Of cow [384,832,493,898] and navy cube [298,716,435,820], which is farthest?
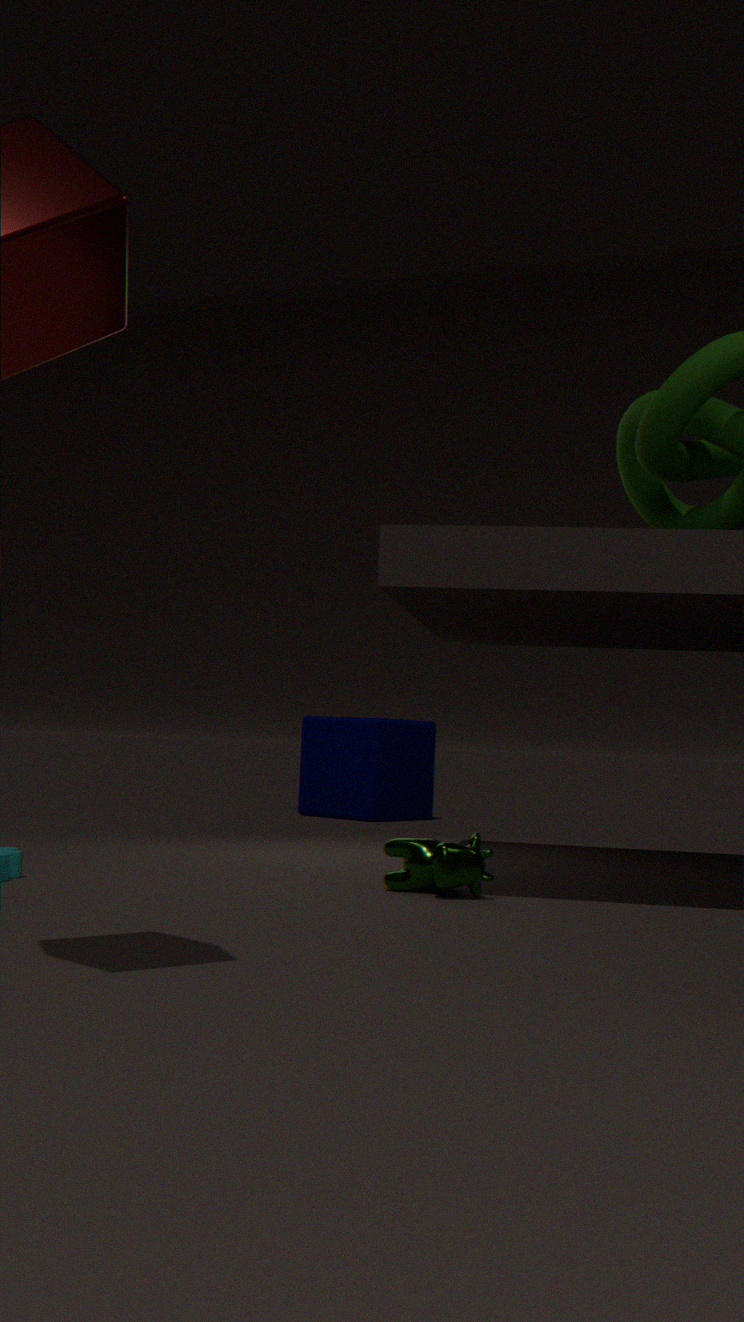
navy cube [298,716,435,820]
